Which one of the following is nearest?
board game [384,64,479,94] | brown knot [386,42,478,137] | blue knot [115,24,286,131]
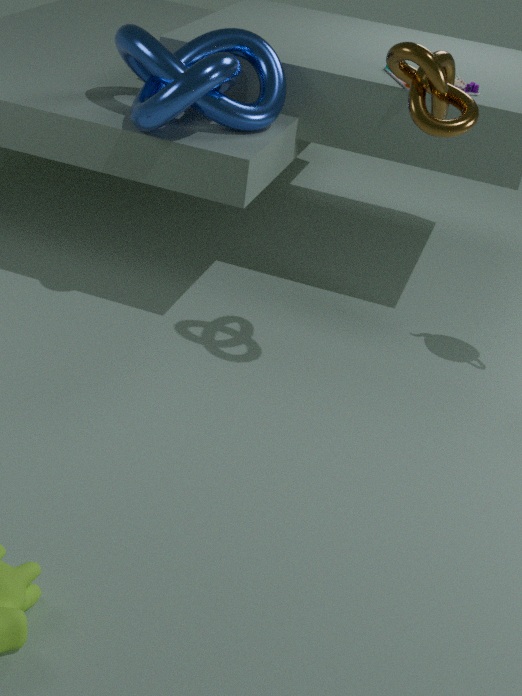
brown knot [386,42,478,137]
